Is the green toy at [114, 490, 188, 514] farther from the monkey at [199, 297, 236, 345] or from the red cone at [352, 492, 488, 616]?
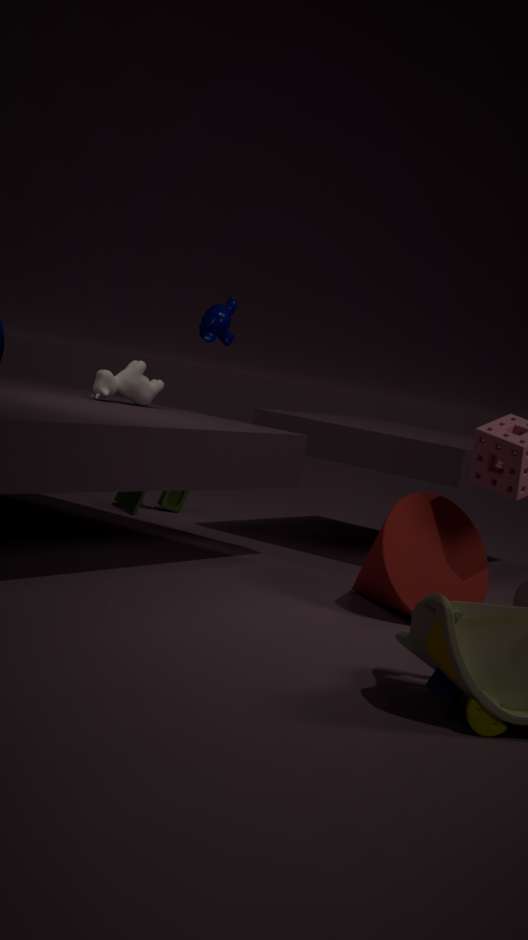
the red cone at [352, 492, 488, 616]
